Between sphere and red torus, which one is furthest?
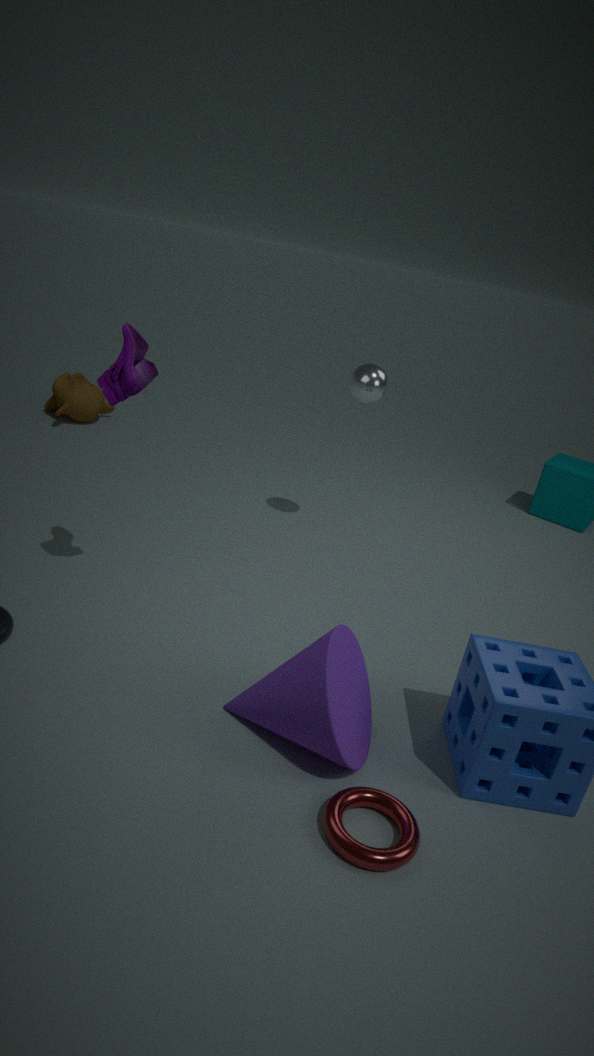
sphere
